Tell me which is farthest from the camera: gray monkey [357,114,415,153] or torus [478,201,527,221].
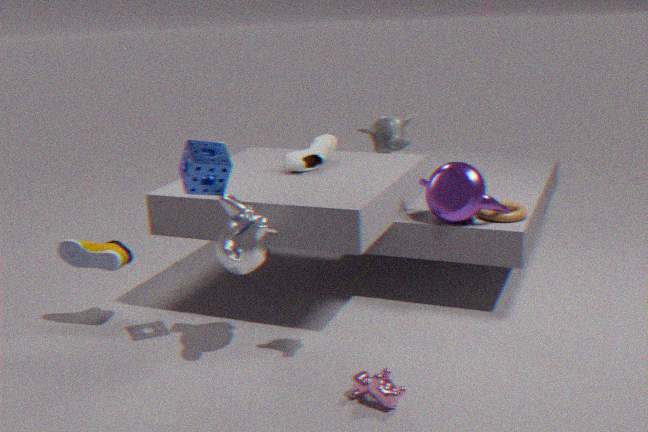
torus [478,201,527,221]
